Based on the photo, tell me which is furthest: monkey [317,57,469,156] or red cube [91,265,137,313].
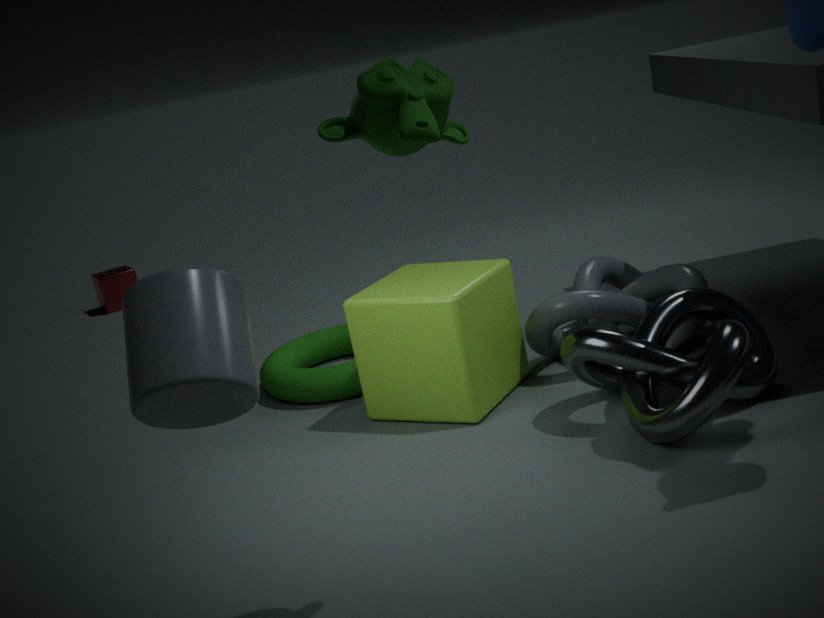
red cube [91,265,137,313]
